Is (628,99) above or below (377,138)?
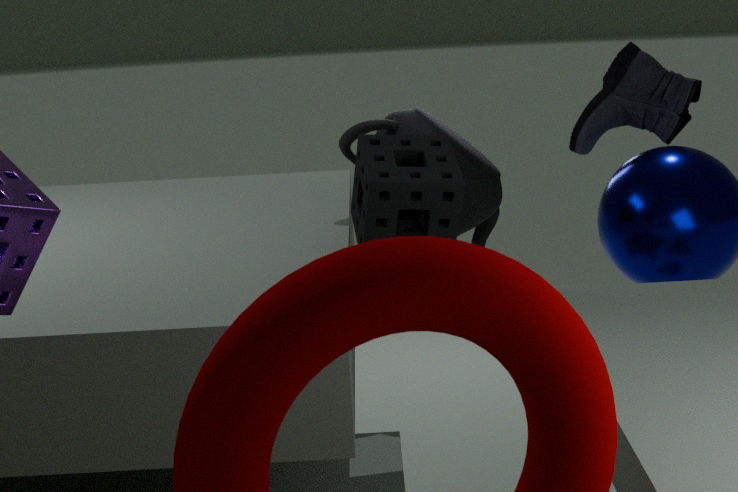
above
